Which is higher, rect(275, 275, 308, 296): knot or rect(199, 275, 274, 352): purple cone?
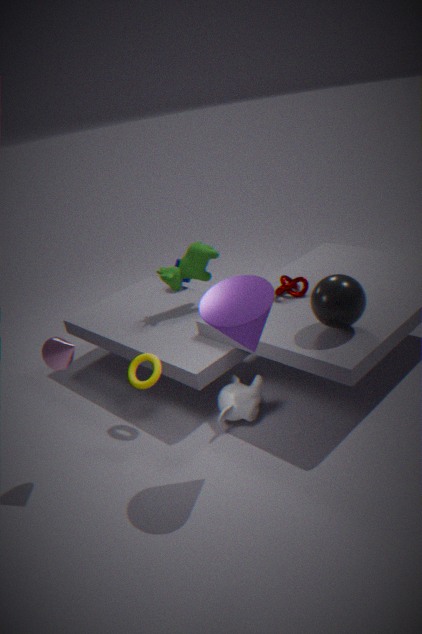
rect(199, 275, 274, 352): purple cone
